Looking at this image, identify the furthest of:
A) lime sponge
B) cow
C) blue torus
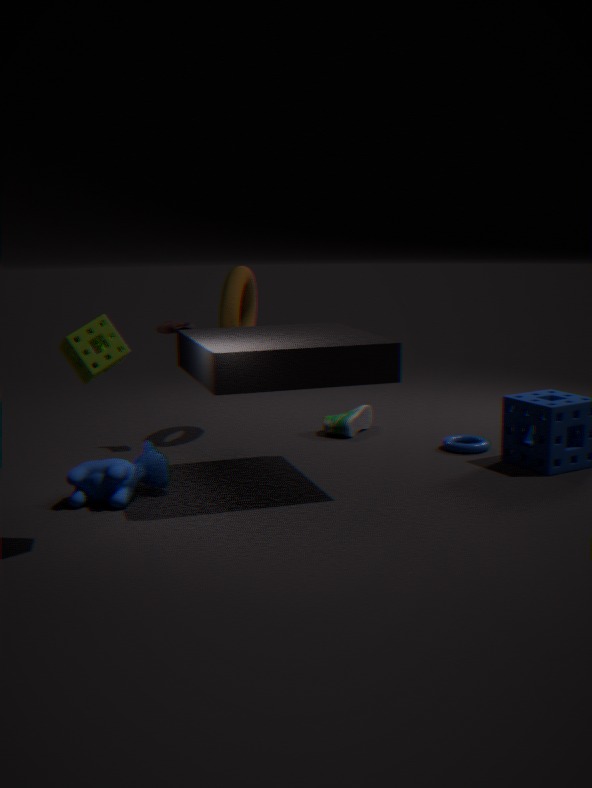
blue torus
